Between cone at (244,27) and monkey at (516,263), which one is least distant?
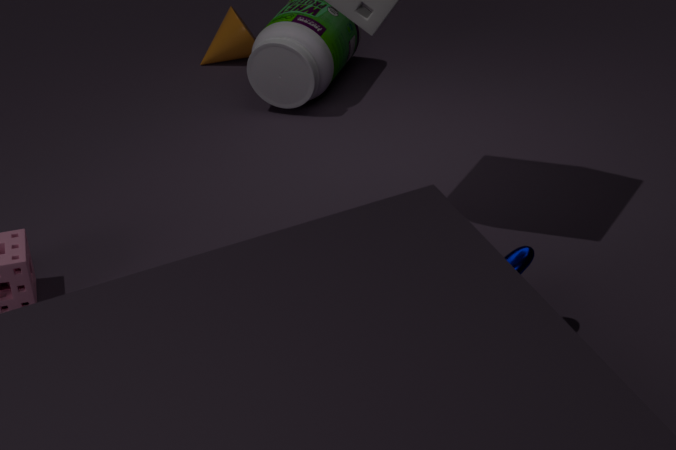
monkey at (516,263)
